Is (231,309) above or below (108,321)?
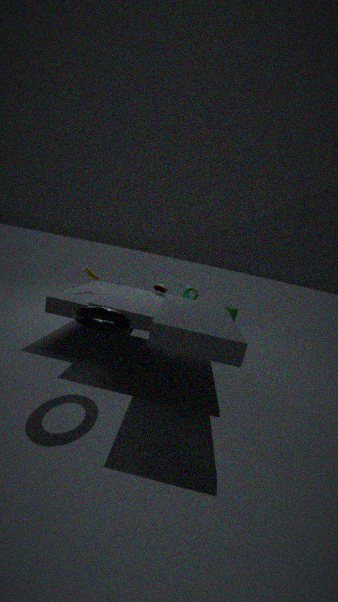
below
